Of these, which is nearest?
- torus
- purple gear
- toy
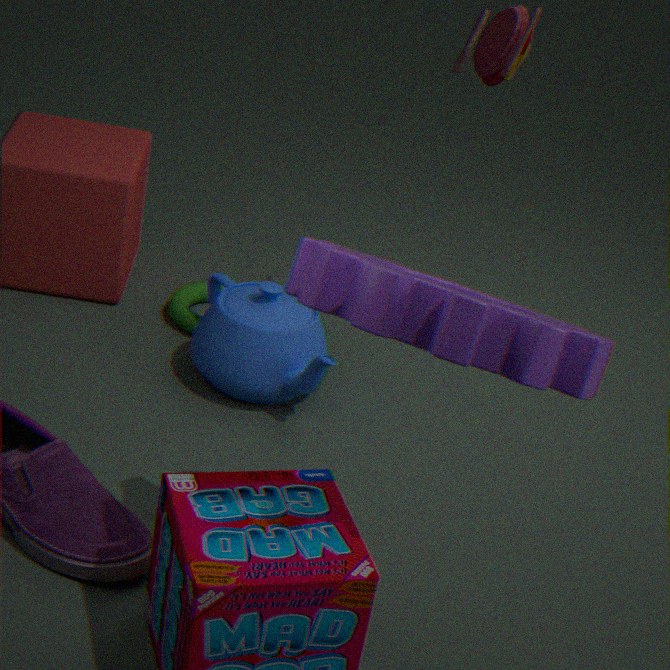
purple gear
